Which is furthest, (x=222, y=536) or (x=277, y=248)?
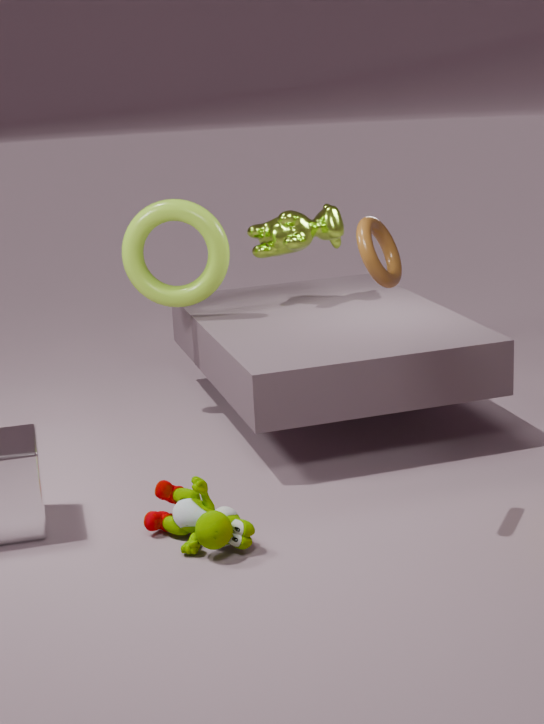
(x=277, y=248)
